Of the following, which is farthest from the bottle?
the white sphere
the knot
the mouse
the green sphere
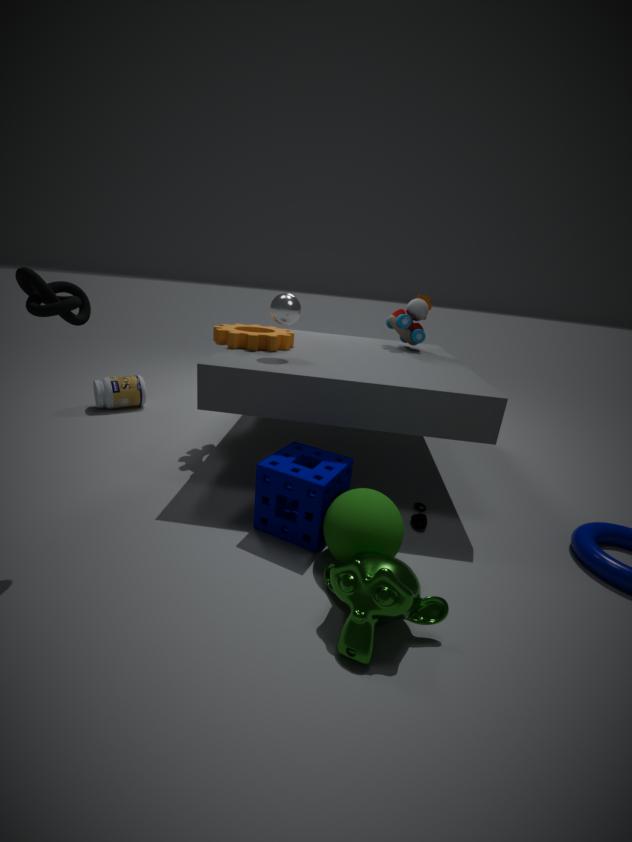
the mouse
